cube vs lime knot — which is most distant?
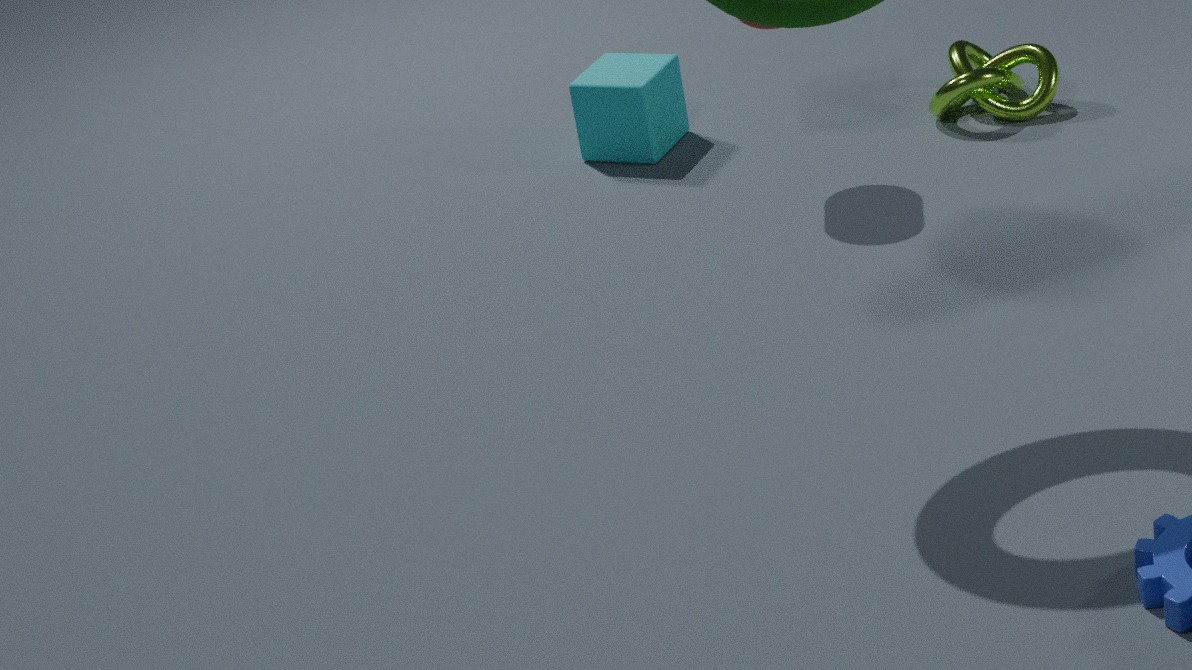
cube
